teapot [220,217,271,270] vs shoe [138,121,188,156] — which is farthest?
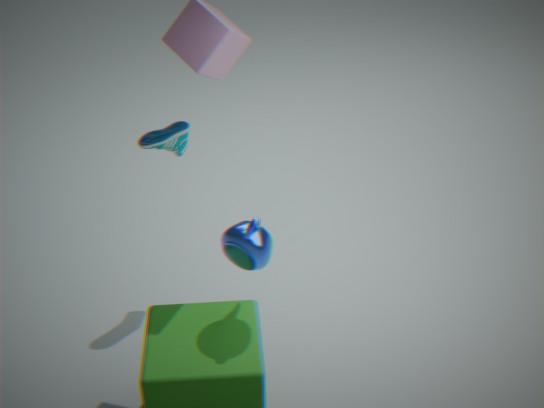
shoe [138,121,188,156]
